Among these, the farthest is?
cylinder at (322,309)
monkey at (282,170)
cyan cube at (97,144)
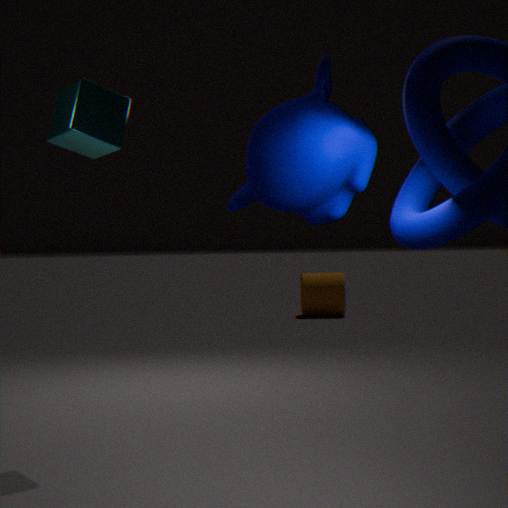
cylinder at (322,309)
